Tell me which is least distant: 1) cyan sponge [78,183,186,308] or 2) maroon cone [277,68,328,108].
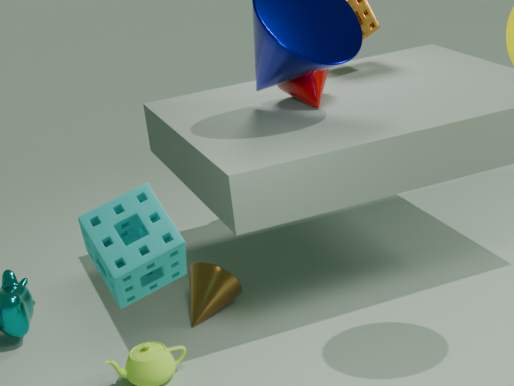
1. cyan sponge [78,183,186,308]
